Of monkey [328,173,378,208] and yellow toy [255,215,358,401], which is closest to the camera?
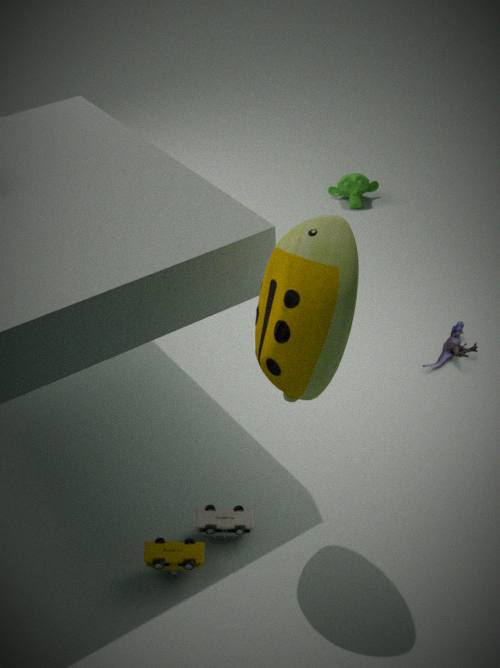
yellow toy [255,215,358,401]
